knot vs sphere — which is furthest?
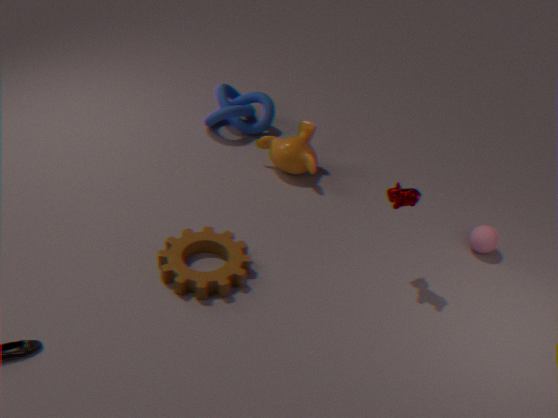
knot
